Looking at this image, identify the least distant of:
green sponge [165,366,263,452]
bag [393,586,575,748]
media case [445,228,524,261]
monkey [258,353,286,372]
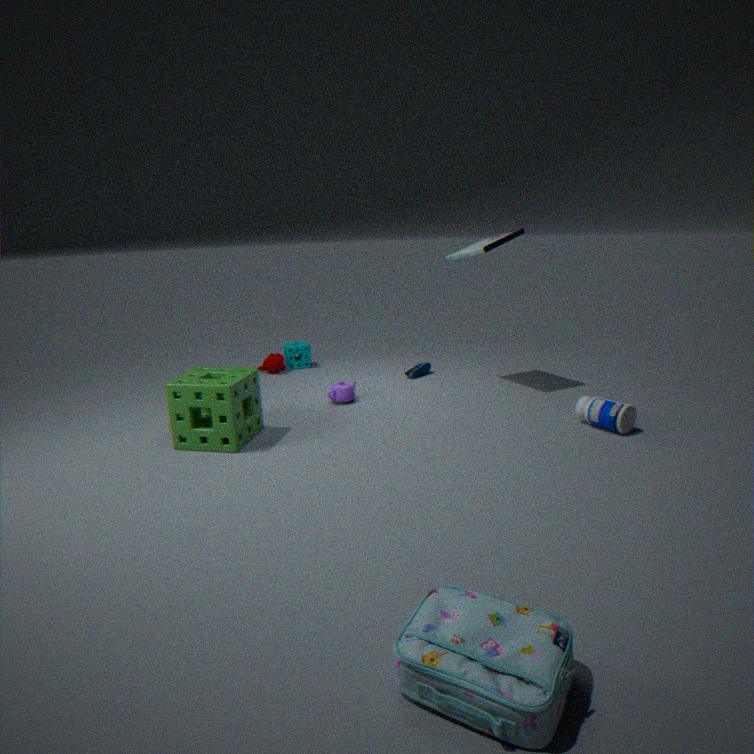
bag [393,586,575,748]
